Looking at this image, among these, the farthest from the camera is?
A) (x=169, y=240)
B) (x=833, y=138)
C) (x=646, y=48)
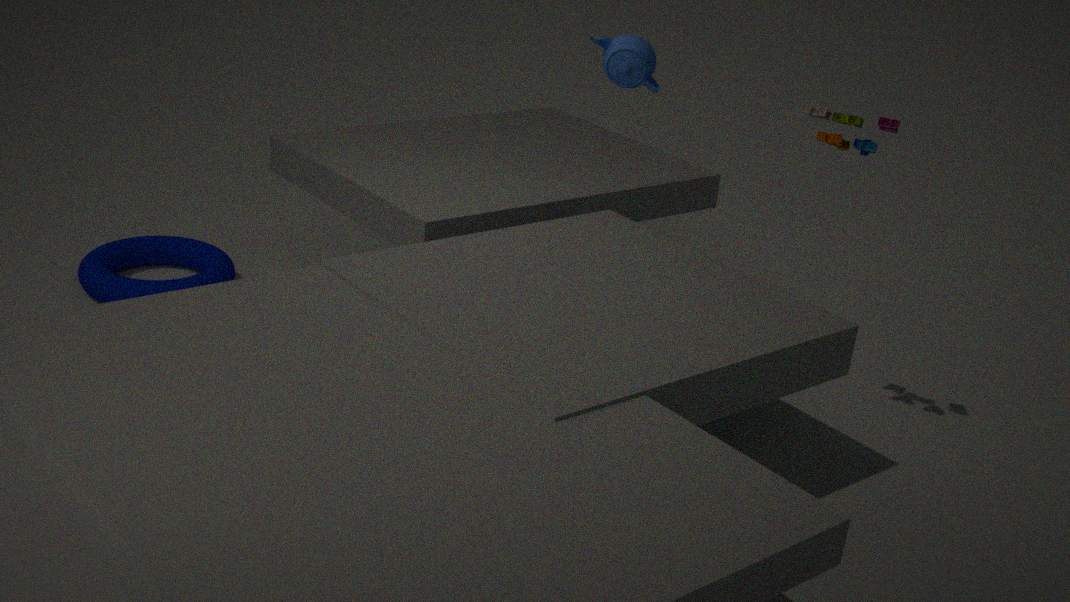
(x=169, y=240)
